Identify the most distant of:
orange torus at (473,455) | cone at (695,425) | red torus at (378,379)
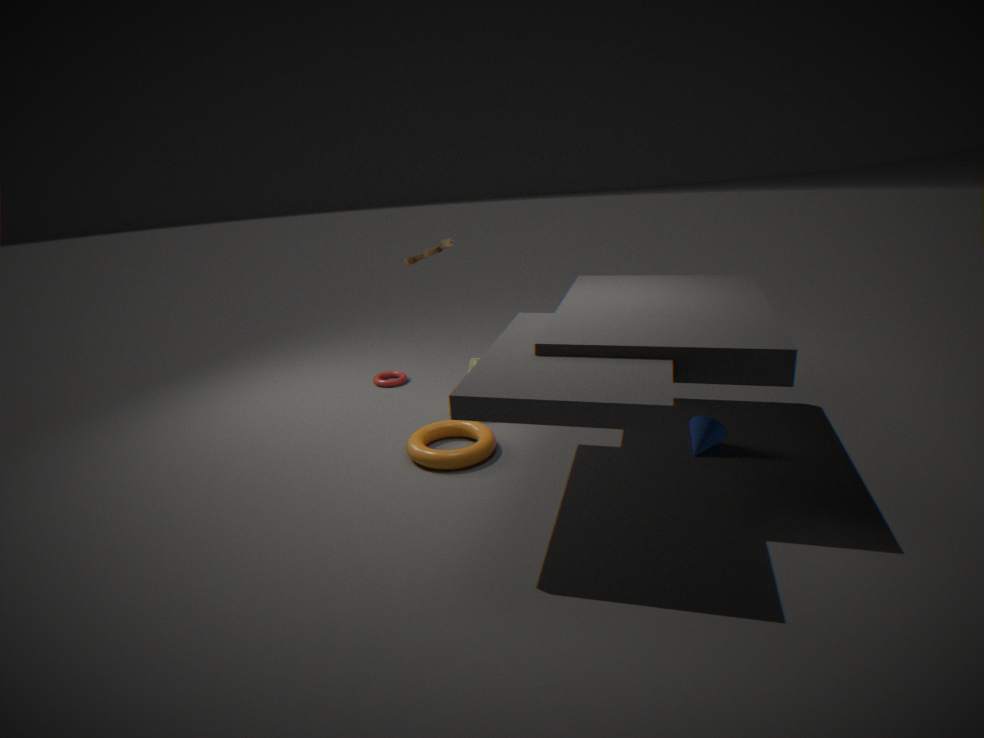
red torus at (378,379)
